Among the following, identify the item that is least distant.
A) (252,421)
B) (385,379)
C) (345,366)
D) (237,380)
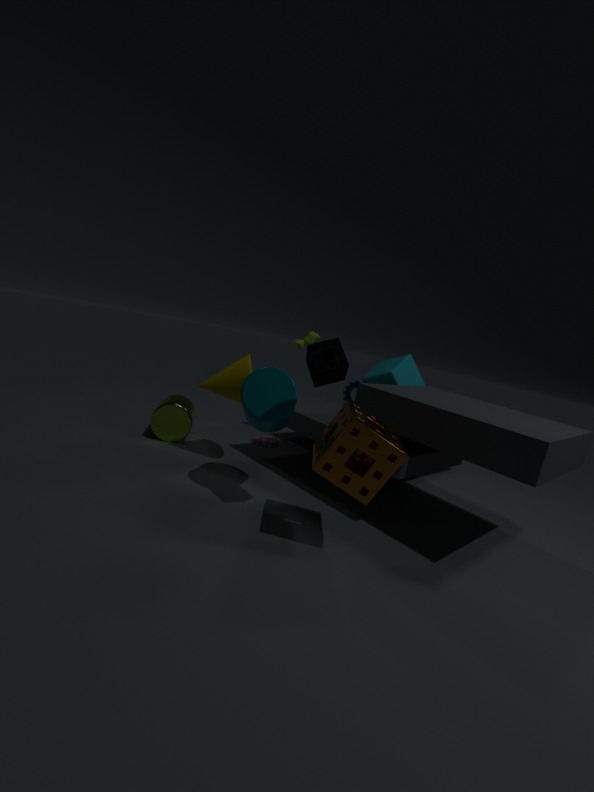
(345,366)
